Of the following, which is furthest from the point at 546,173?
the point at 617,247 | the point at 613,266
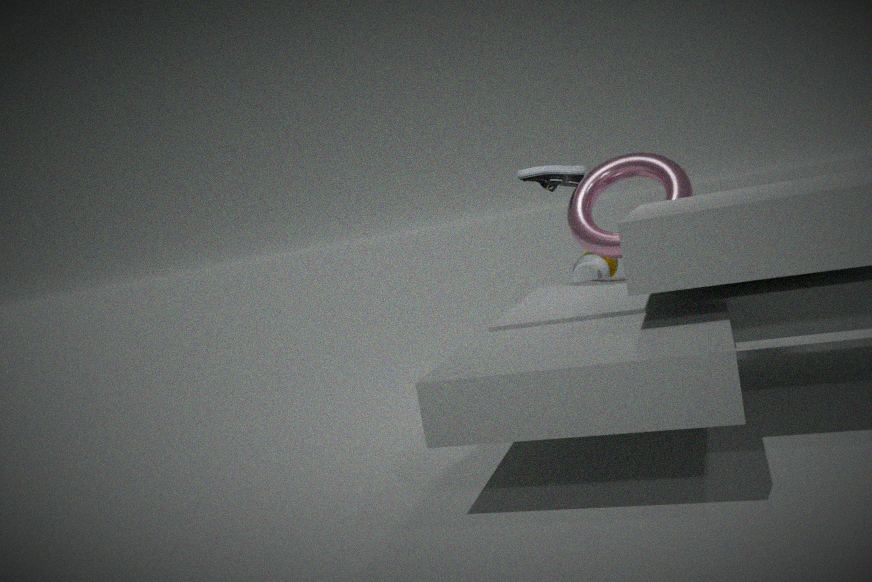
the point at 613,266
